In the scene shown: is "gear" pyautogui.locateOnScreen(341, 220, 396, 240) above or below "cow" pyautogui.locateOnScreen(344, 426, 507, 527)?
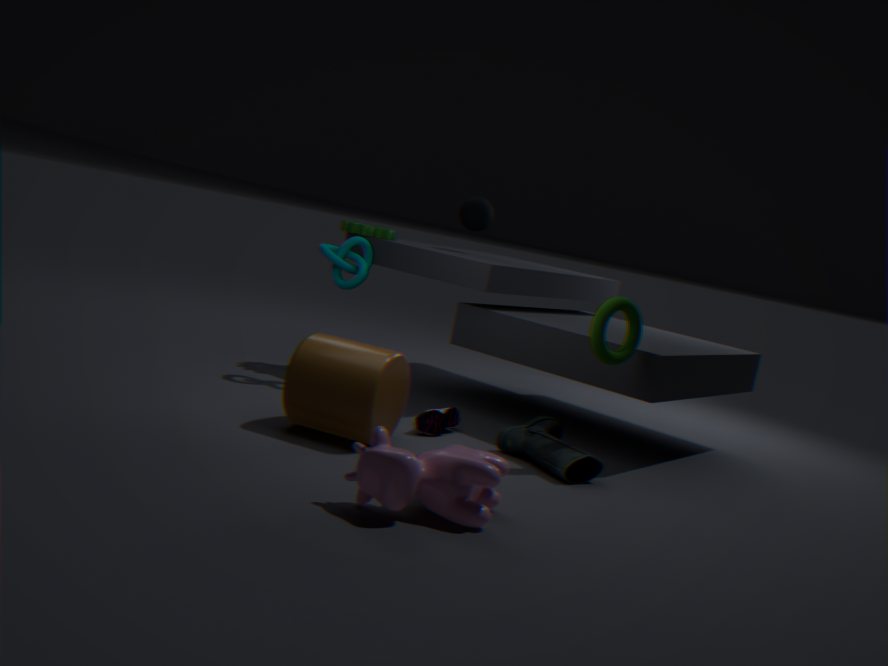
above
